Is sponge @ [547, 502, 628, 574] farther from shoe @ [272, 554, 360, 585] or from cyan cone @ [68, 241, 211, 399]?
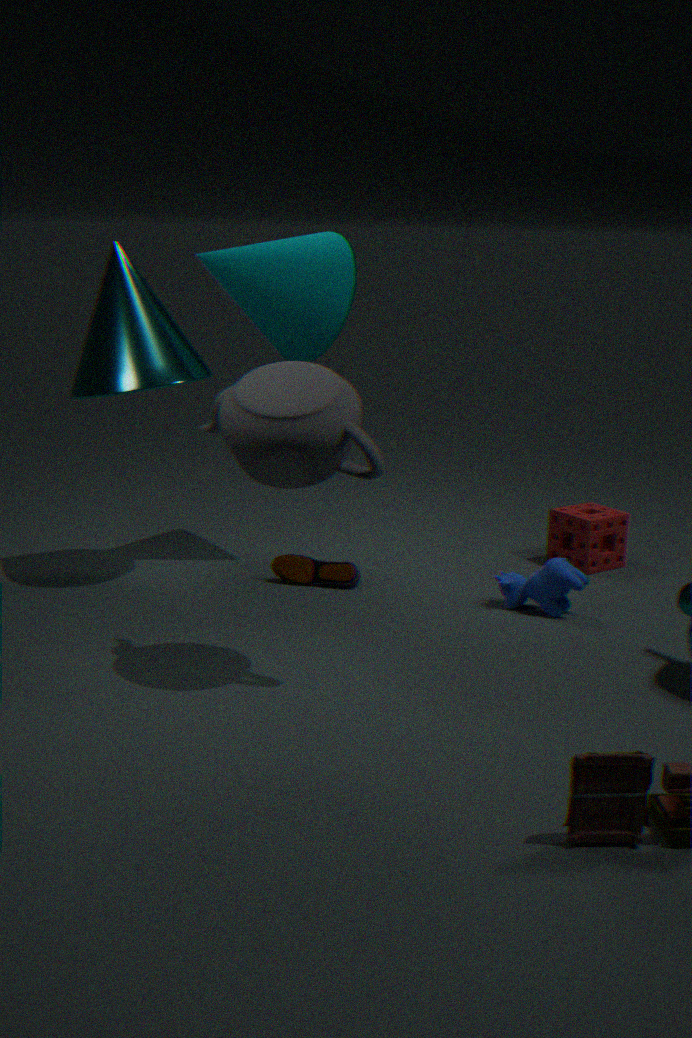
cyan cone @ [68, 241, 211, 399]
